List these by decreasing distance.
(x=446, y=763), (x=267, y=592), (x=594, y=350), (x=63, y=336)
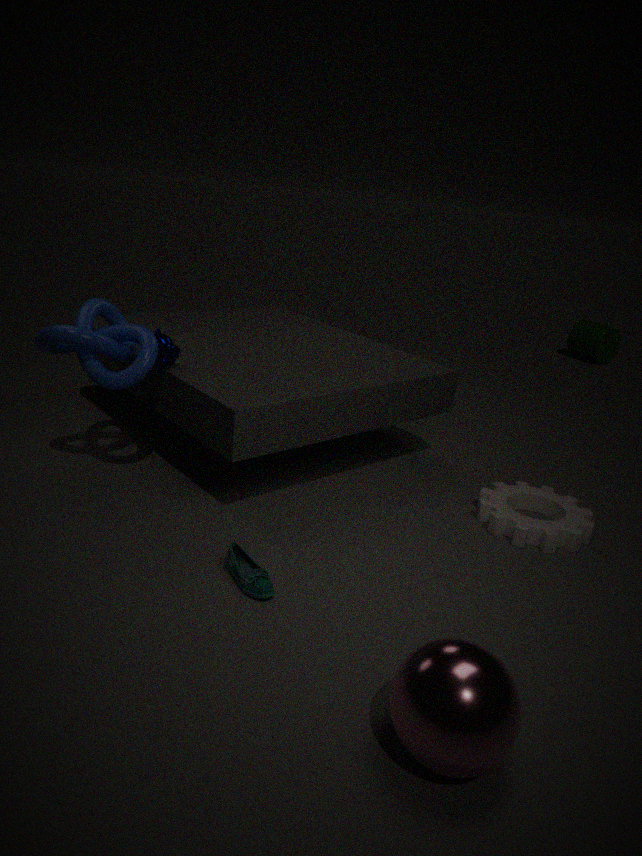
(x=594, y=350) → (x=63, y=336) → (x=267, y=592) → (x=446, y=763)
